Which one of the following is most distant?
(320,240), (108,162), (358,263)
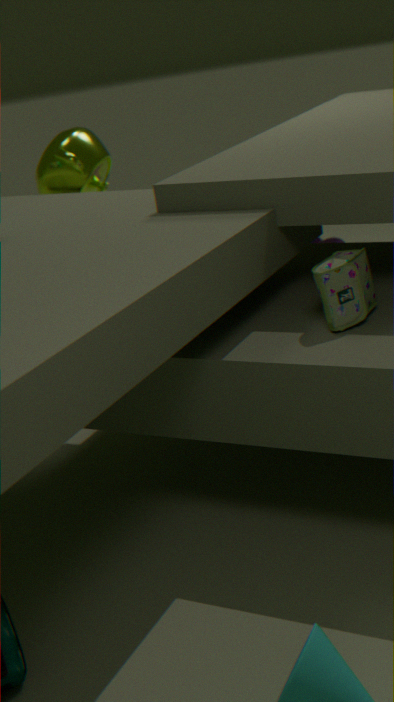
(320,240)
